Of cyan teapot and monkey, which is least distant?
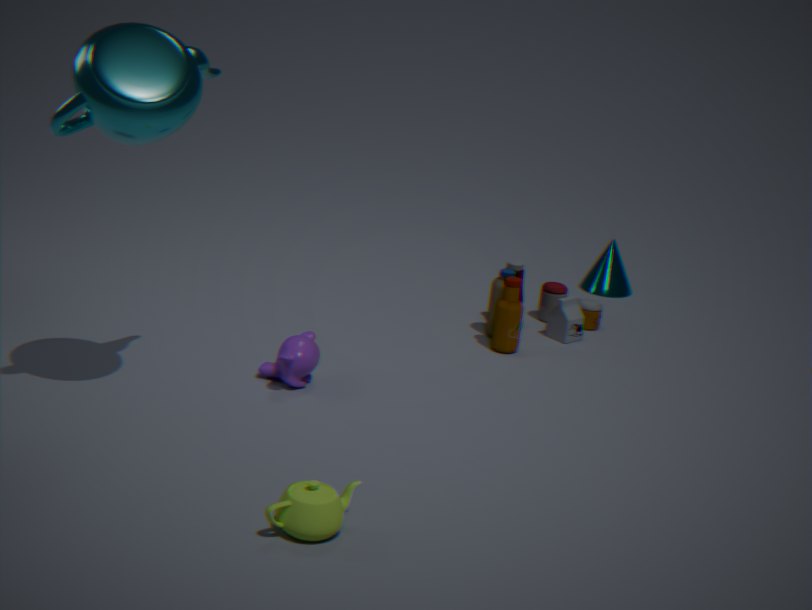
cyan teapot
